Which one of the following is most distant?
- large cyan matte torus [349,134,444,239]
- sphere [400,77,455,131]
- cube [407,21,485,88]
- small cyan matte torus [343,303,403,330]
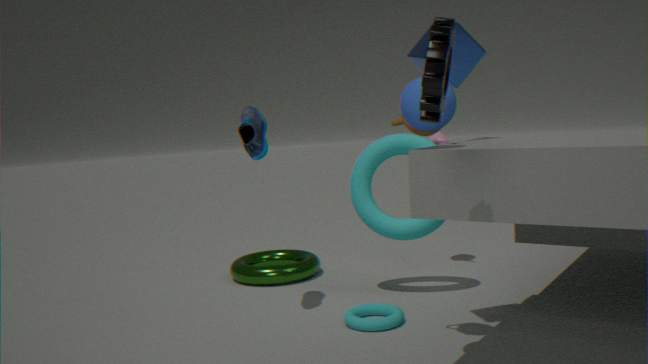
large cyan matte torus [349,134,444,239]
